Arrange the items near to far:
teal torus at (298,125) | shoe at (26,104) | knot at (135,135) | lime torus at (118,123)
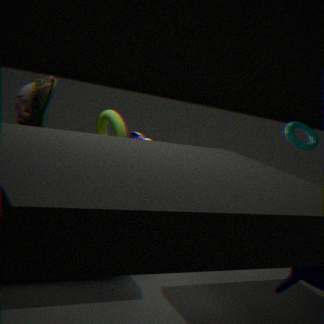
lime torus at (118,123), shoe at (26,104), knot at (135,135), teal torus at (298,125)
